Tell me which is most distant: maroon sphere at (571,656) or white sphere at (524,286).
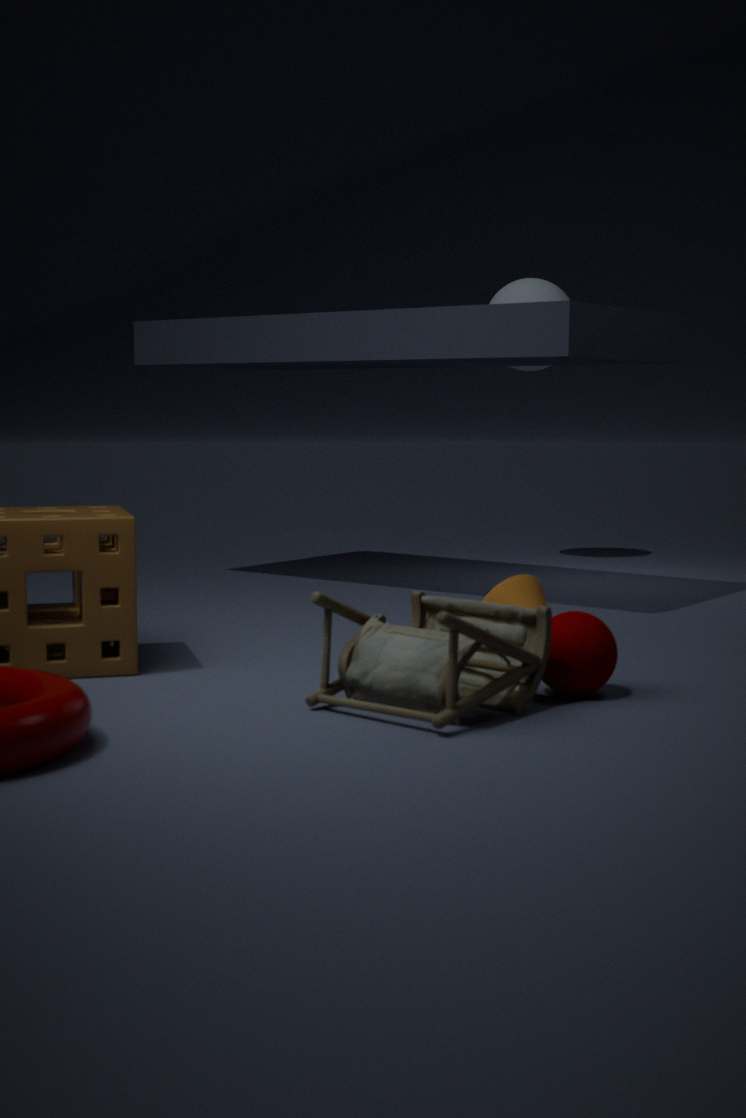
white sphere at (524,286)
